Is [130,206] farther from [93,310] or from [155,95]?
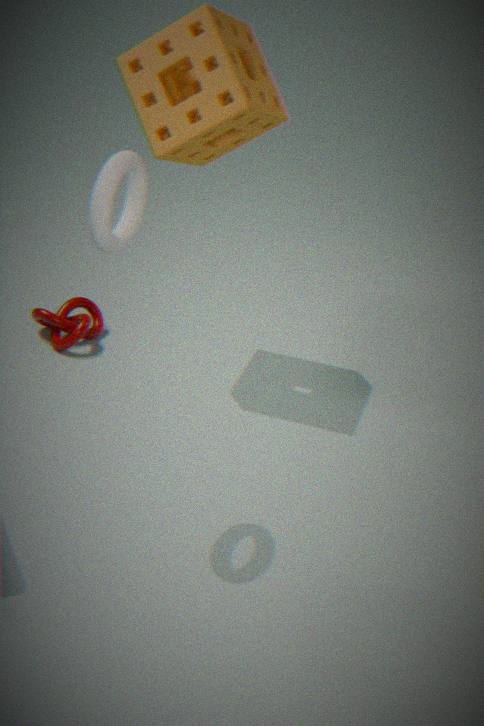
[93,310]
